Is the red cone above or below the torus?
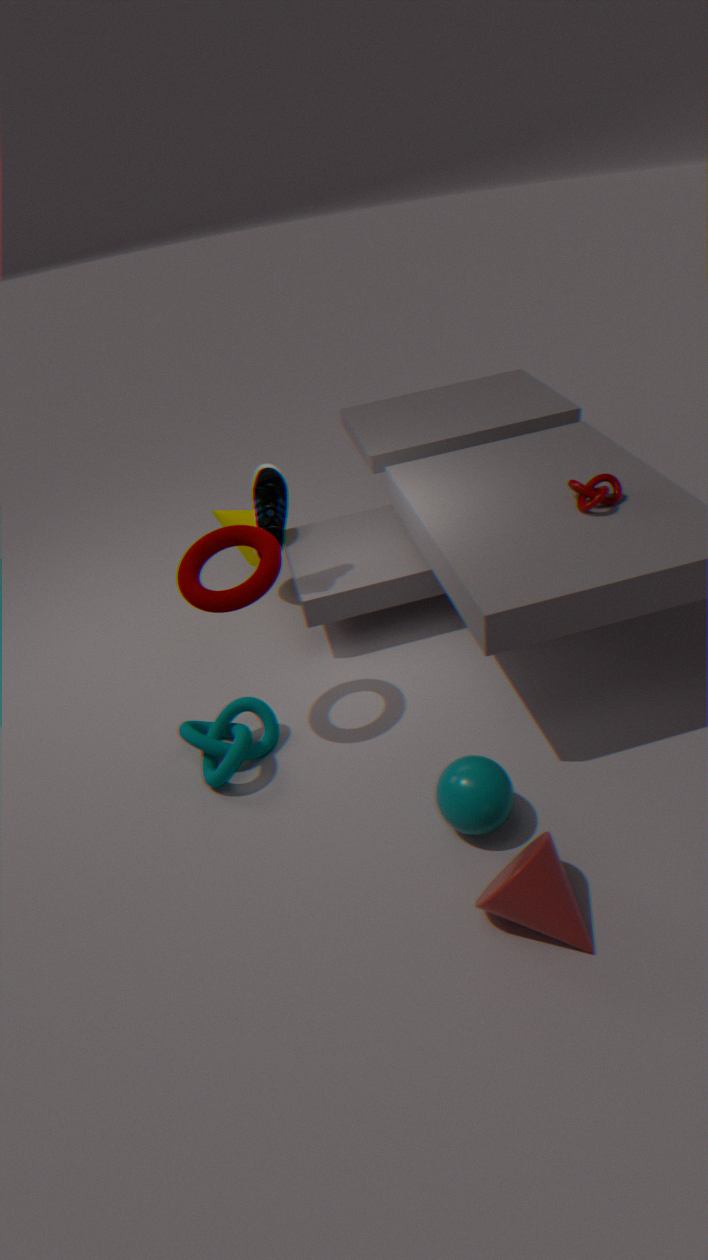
below
